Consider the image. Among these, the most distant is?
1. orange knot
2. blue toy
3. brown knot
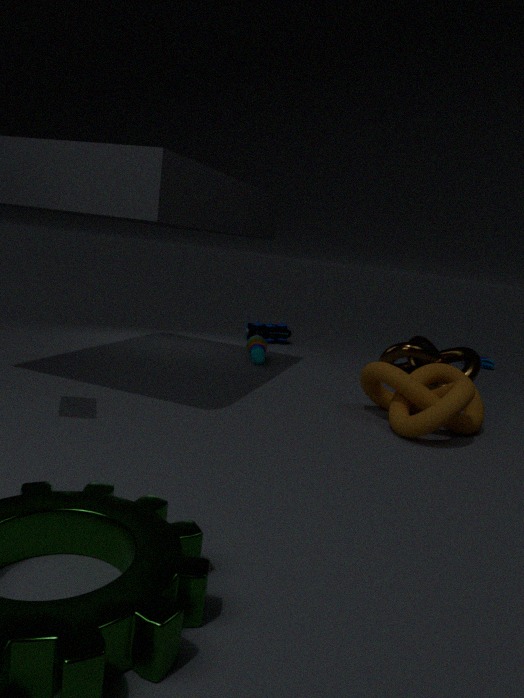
blue toy
